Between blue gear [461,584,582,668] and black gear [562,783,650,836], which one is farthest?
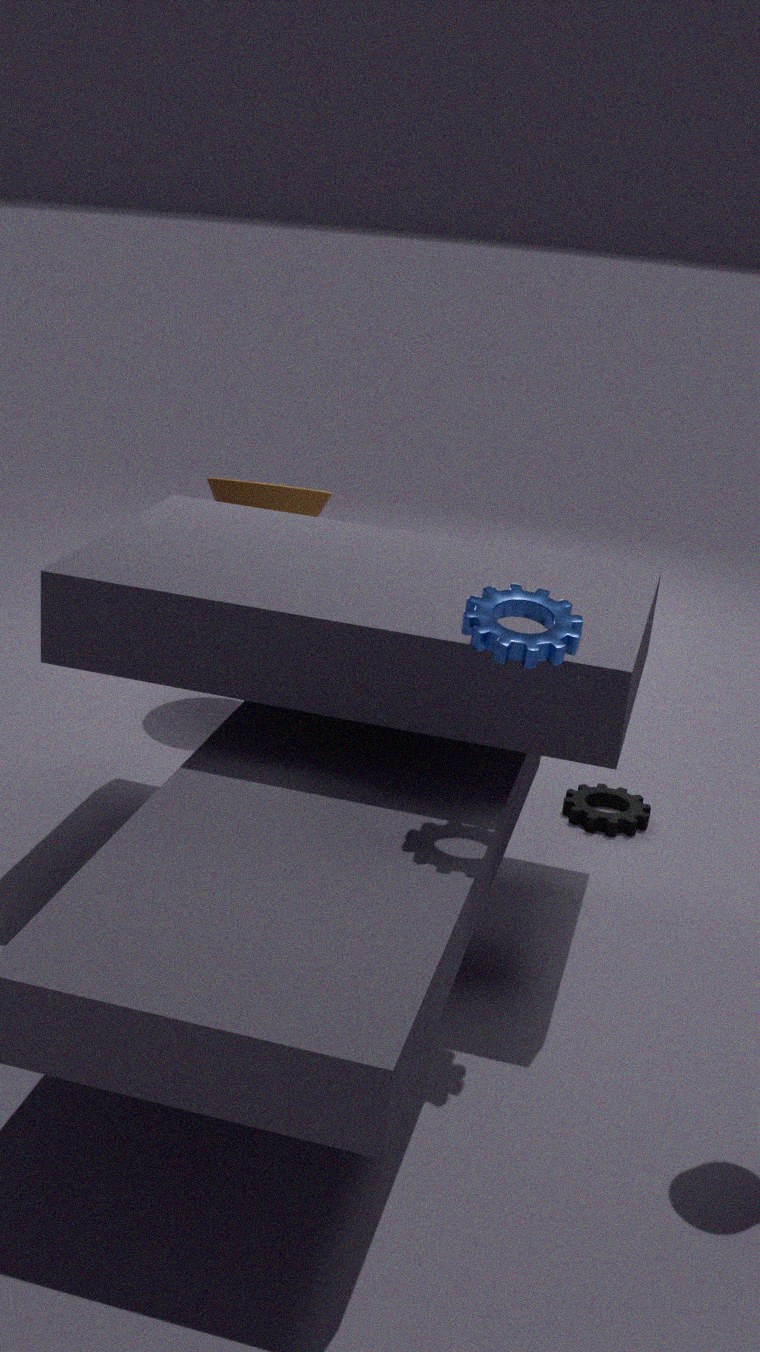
black gear [562,783,650,836]
